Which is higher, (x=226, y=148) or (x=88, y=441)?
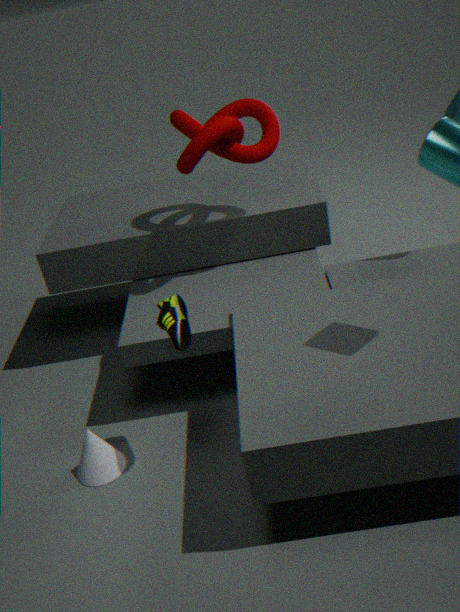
(x=226, y=148)
